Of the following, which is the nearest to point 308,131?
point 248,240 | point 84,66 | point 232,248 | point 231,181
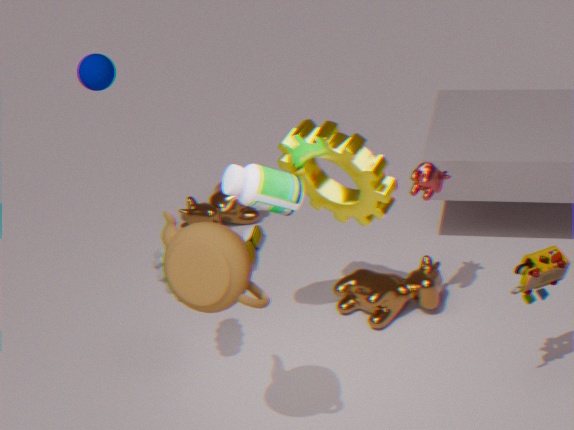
point 231,181
